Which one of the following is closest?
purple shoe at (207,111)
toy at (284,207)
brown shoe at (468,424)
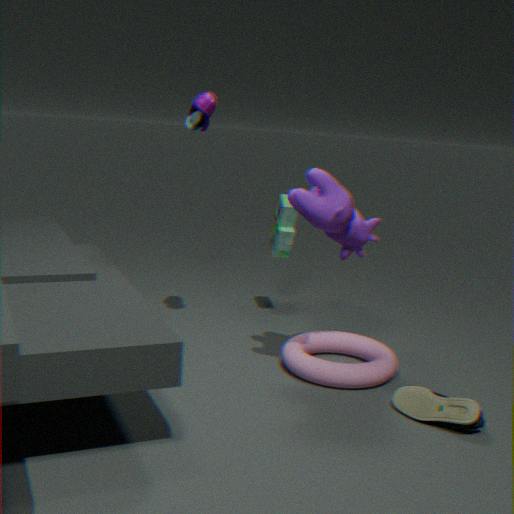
brown shoe at (468,424)
